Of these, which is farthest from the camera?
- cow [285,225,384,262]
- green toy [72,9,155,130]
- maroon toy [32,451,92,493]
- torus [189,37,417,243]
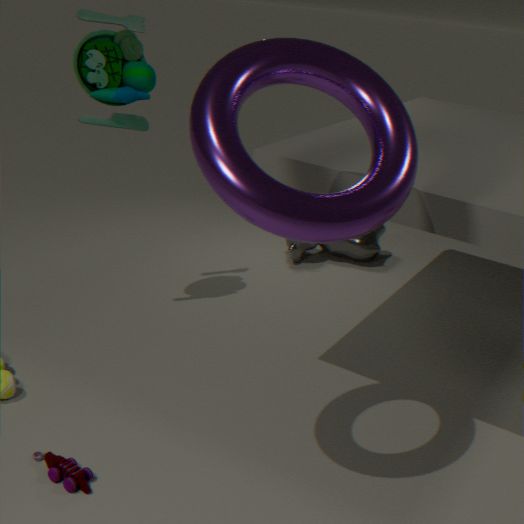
cow [285,225,384,262]
